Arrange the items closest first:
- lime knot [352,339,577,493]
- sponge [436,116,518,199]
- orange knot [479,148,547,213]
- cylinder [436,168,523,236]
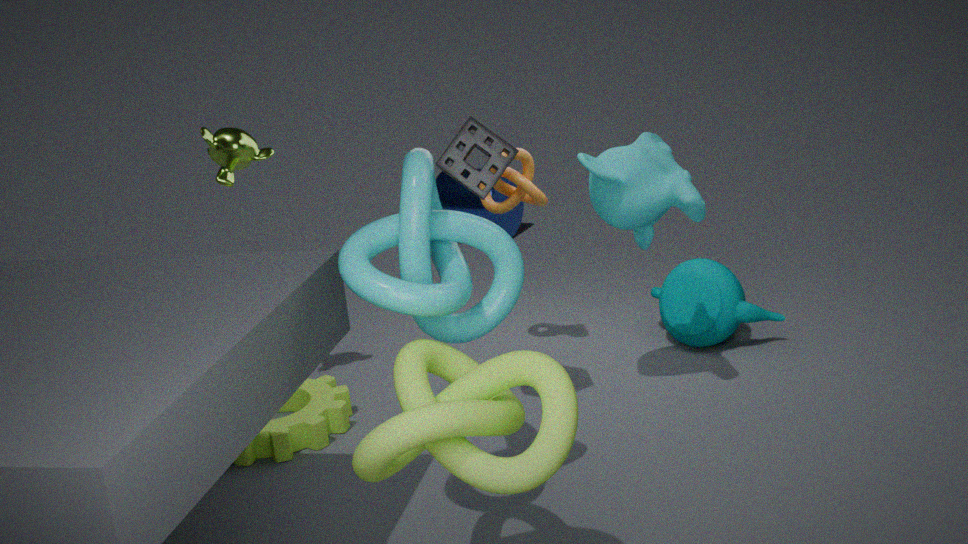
lime knot [352,339,577,493]
sponge [436,116,518,199]
orange knot [479,148,547,213]
cylinder [436,168,523,236]
